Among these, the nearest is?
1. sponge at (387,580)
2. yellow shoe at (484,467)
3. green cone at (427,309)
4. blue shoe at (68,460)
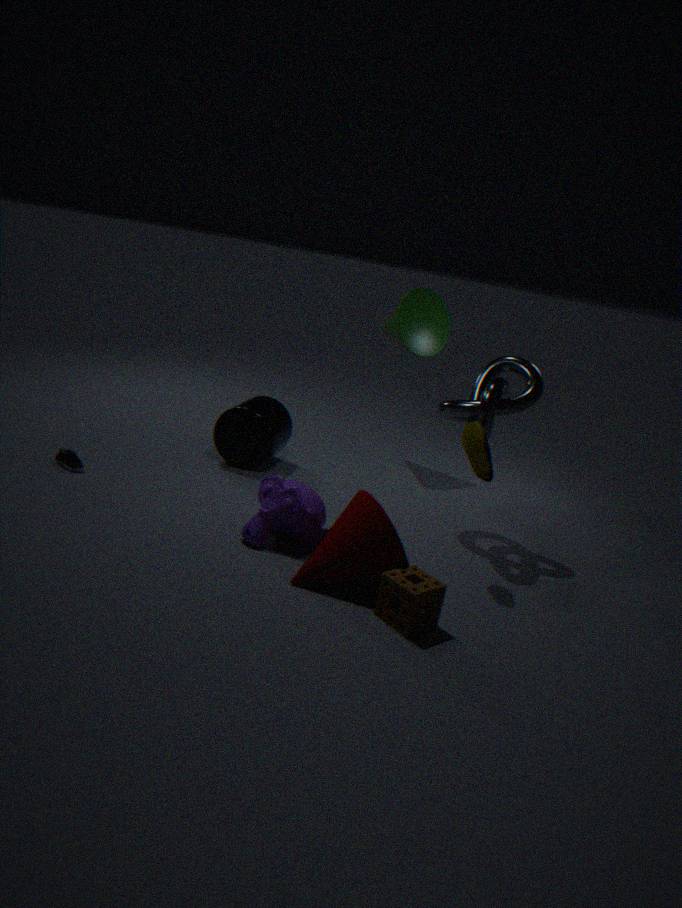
sponge at (387,580)
